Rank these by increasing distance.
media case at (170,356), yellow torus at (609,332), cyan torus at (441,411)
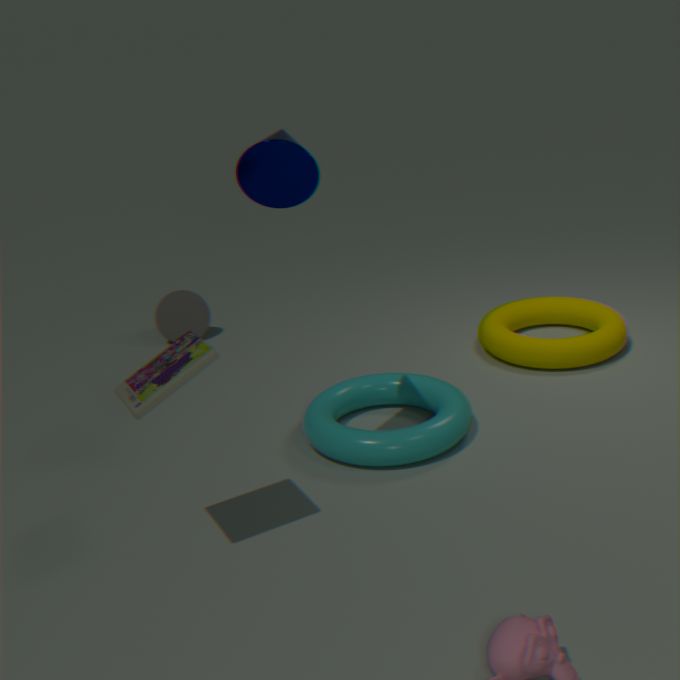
media case at (170,356), cyan torus at (441,411), yellow torus at (609,332)
